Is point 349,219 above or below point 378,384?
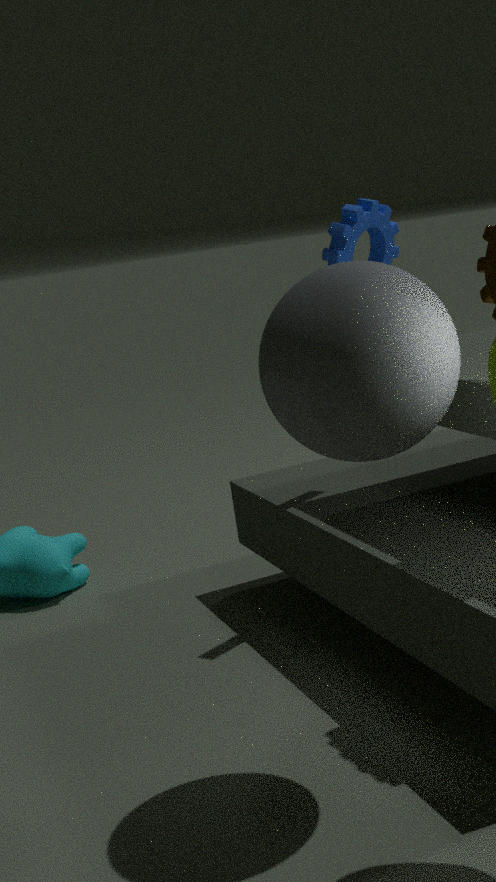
above
